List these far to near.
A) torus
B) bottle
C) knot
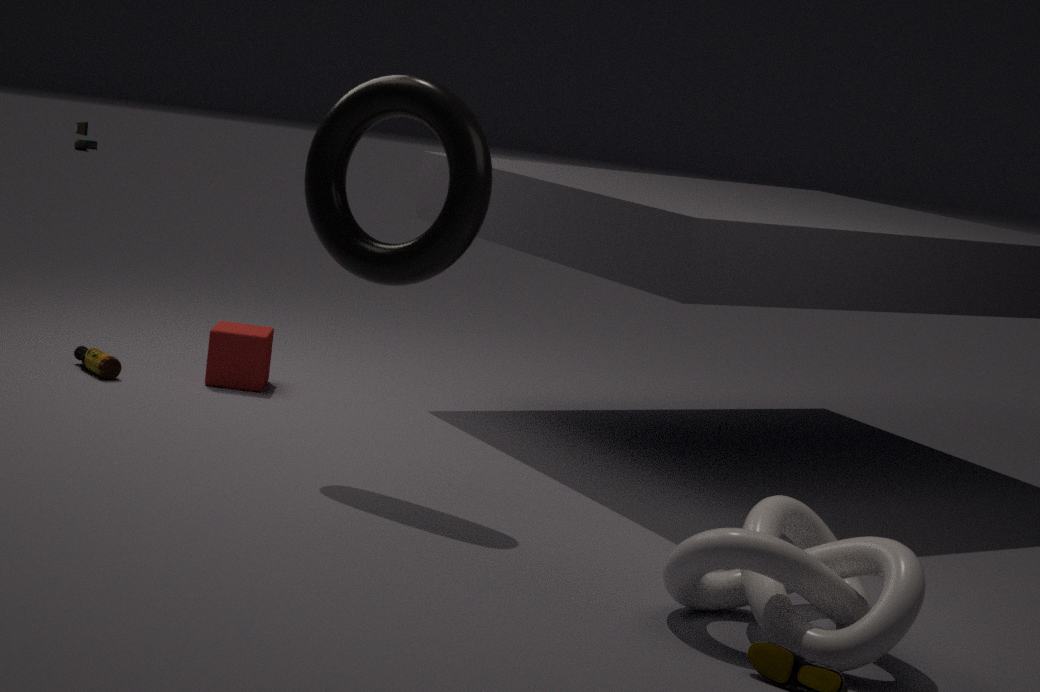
bottle, torus, knot
